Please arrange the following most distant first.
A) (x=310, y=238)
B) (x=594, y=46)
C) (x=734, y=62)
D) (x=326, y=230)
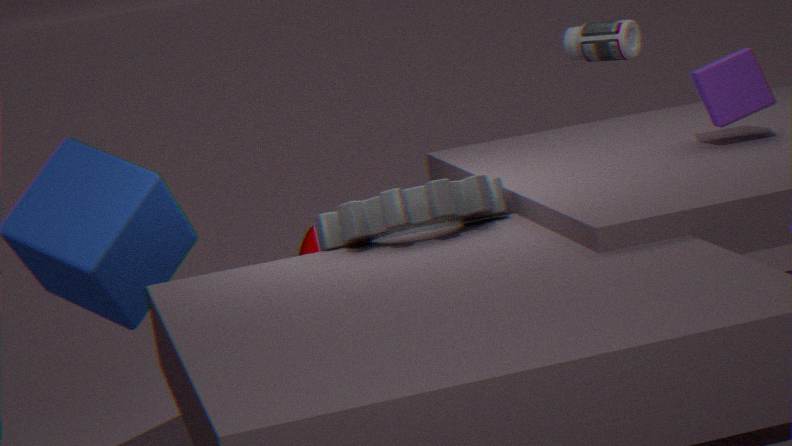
(x=594, y=46), (x=310, y=238), (x=734, y=62), (x=326, y=230)
